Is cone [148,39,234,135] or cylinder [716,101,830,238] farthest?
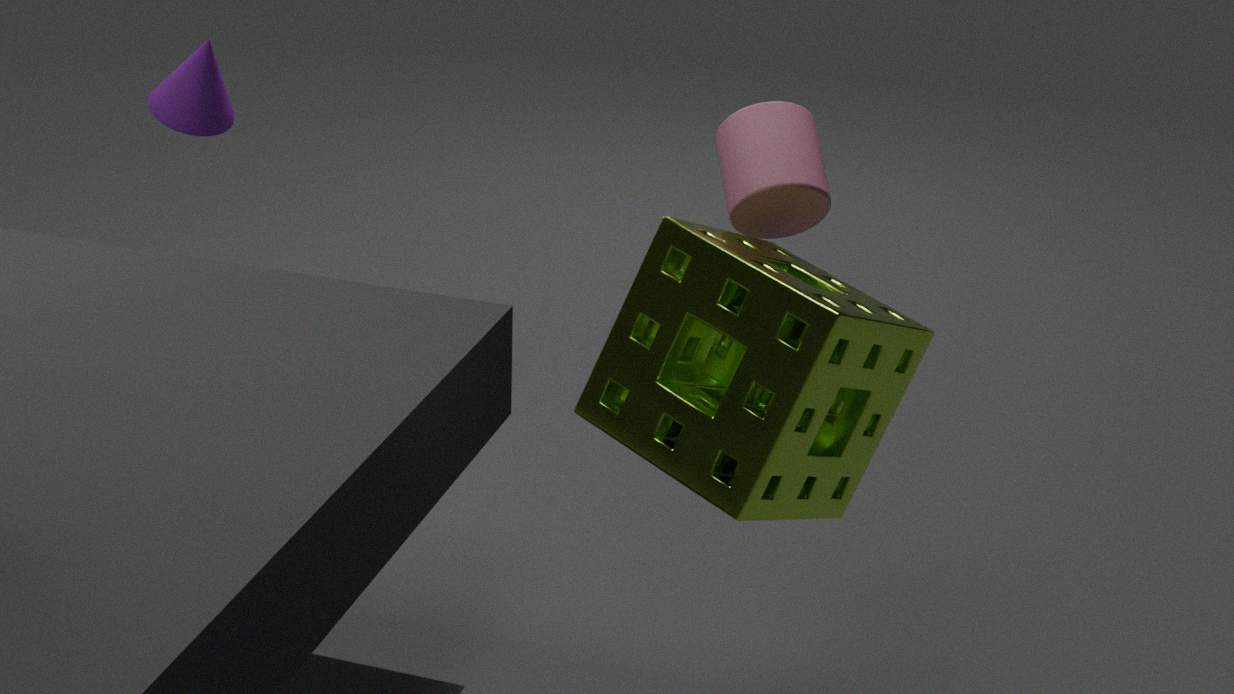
cone [148,39,234,135]
